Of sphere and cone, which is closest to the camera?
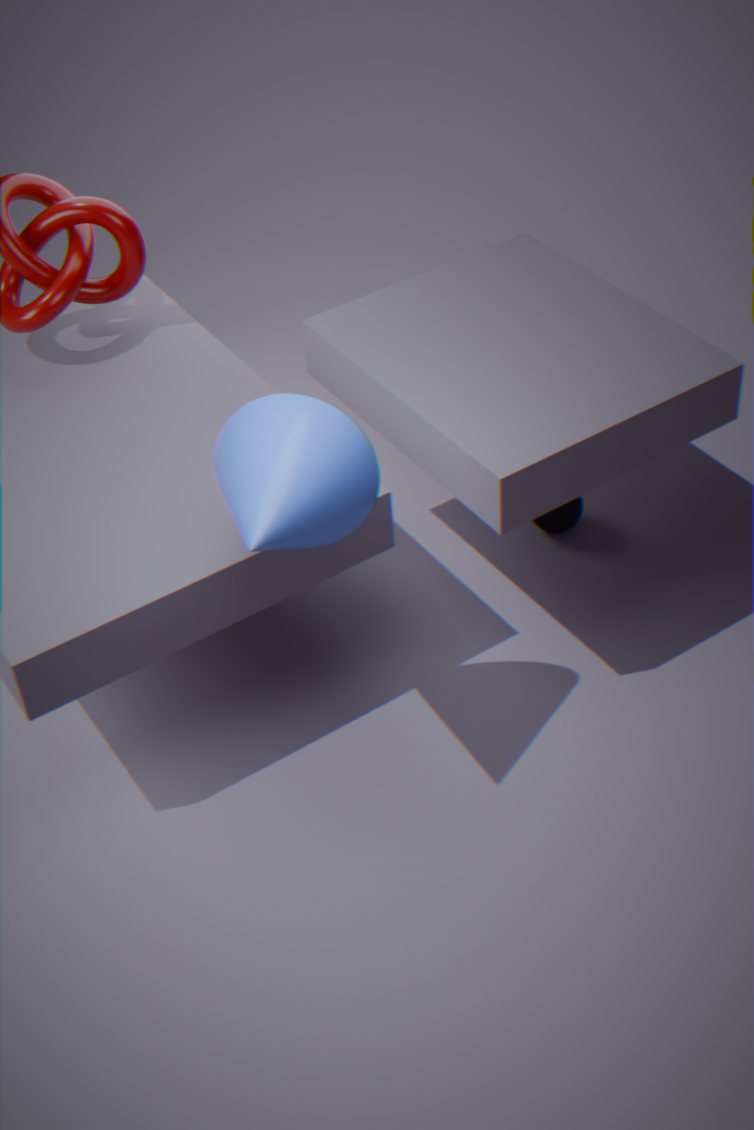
cone
